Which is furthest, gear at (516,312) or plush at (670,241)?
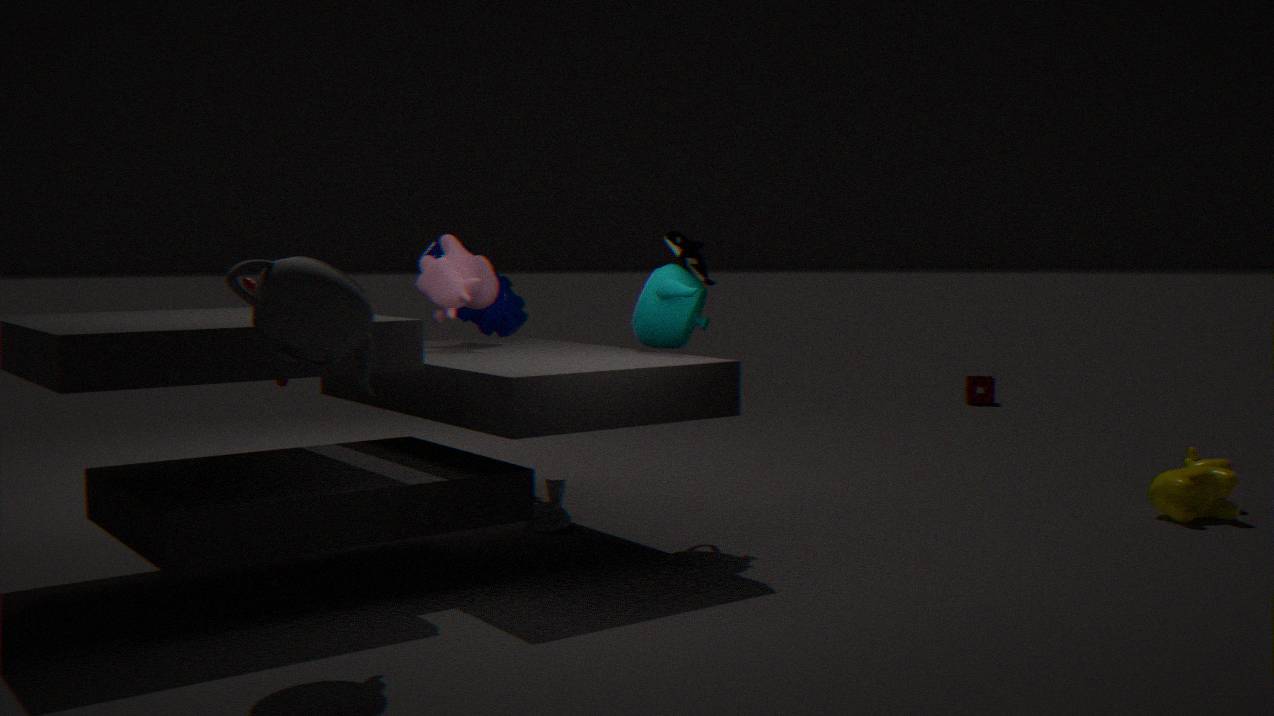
gear at (516,312)
